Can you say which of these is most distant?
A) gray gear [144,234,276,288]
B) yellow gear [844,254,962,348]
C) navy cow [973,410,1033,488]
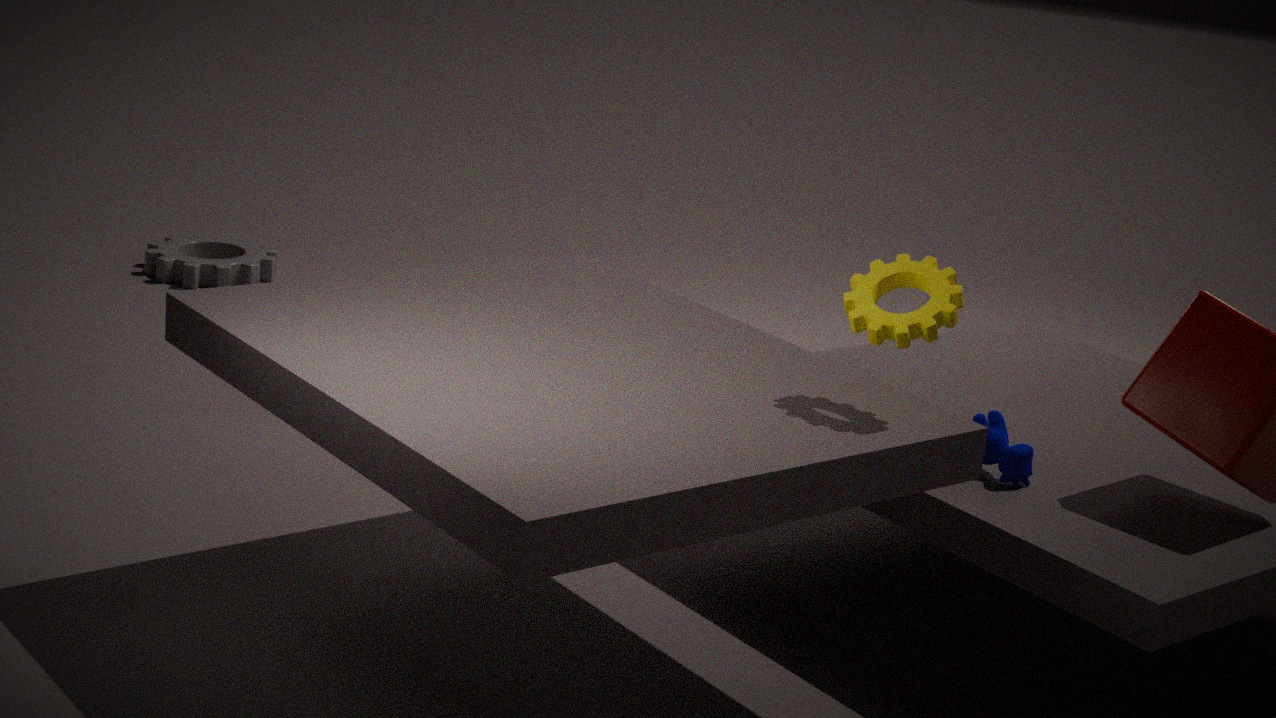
A. gray gear [144,234,276,288]
